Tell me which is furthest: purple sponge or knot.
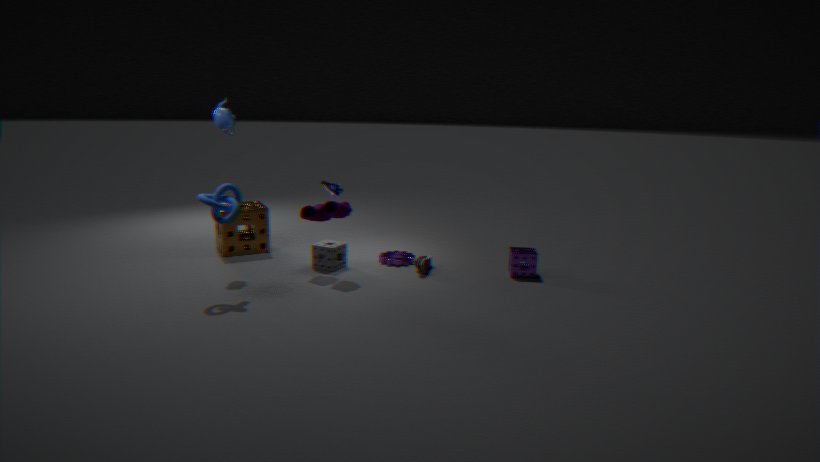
purple sponge
